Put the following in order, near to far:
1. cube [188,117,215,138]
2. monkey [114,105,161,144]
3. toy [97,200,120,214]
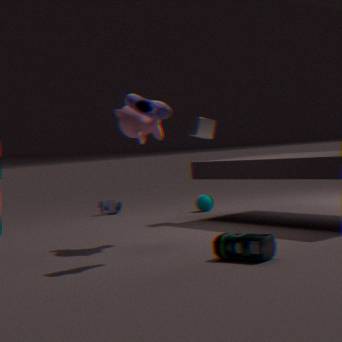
monkey [114,105,161,144], cube [188,117,215,138], toy [97,200,120,214]
